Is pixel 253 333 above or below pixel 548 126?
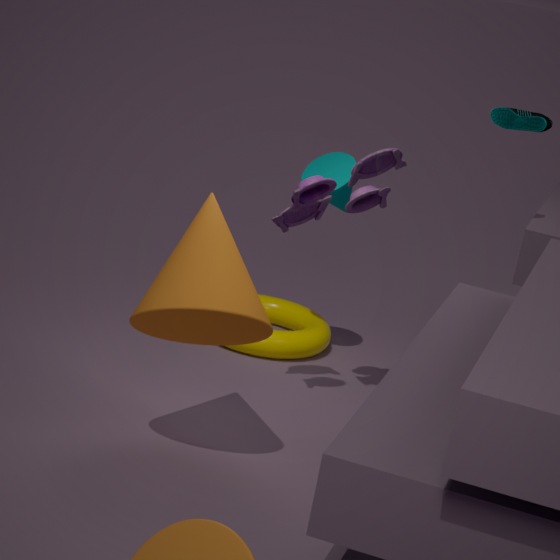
below
